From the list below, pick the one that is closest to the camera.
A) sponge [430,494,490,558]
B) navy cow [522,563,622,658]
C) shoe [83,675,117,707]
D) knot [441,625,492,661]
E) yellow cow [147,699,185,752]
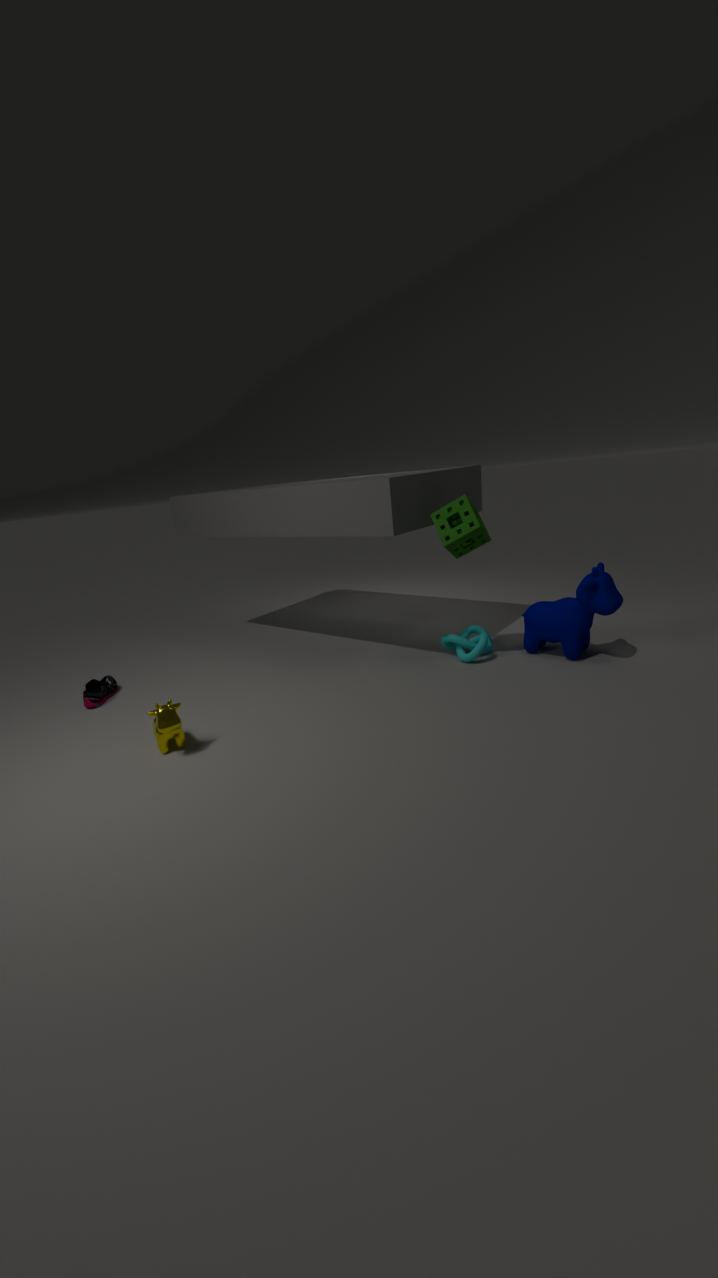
yellow cow [147,699,185,752]
